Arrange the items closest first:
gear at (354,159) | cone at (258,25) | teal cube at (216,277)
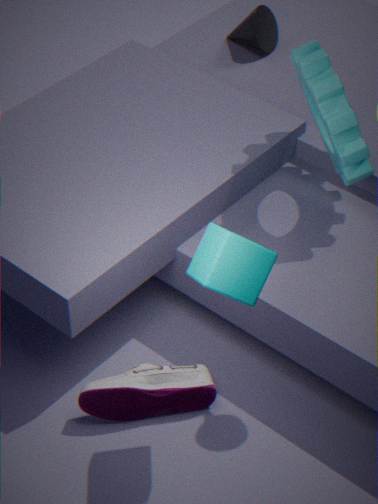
teal cube at (216,277), gear at (354,159), cone at (258,25)
